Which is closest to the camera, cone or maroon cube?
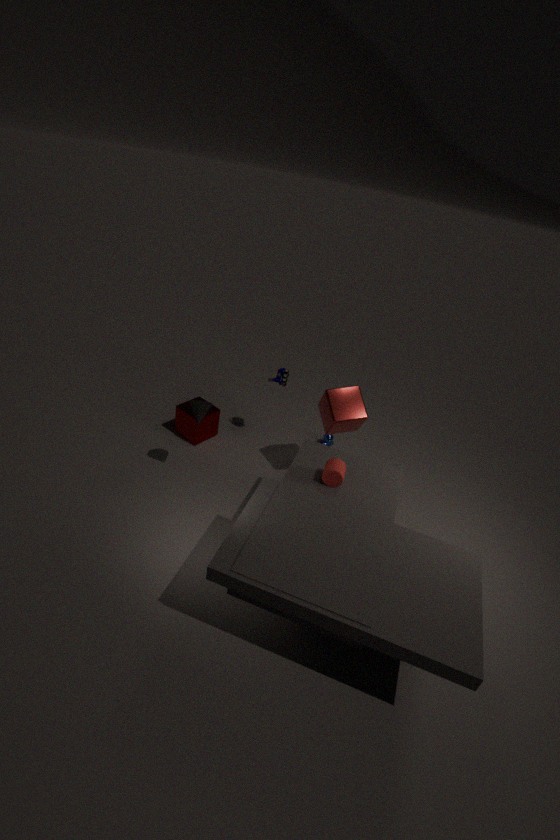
cone
